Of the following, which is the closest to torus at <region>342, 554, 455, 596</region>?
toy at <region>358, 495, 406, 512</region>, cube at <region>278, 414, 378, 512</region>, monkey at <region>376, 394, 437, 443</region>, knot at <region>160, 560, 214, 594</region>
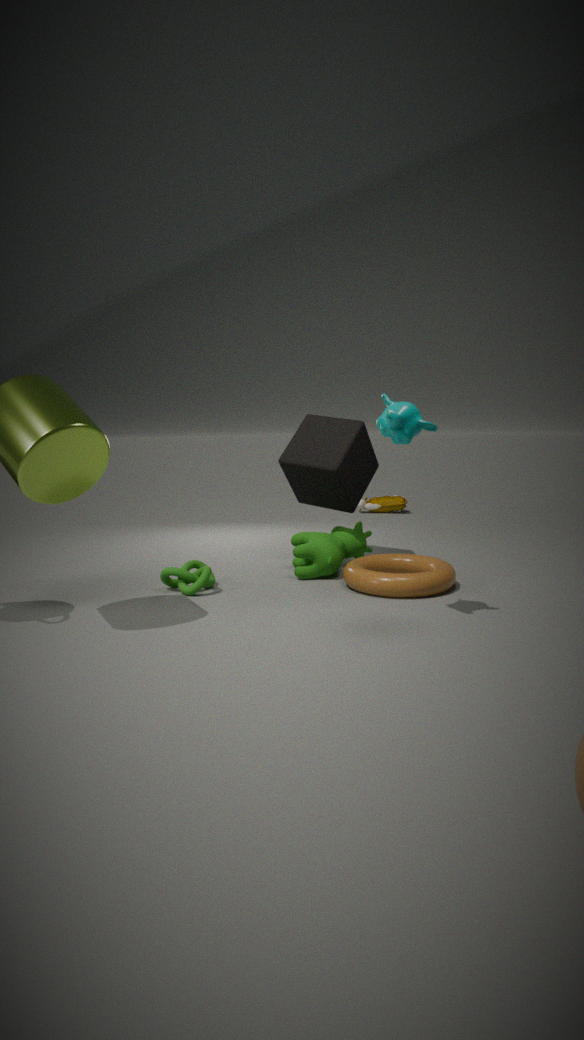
cube at <region>278, 414, 378, 512</region>
